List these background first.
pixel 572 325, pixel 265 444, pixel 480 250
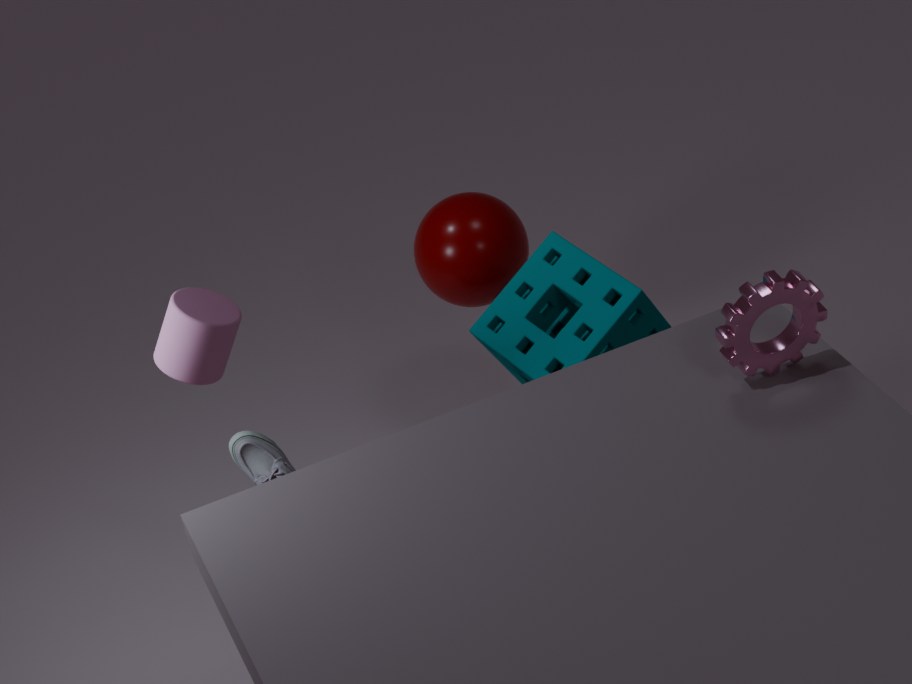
pixel 480 250 → pixel 265 444 → pixel 572 325
